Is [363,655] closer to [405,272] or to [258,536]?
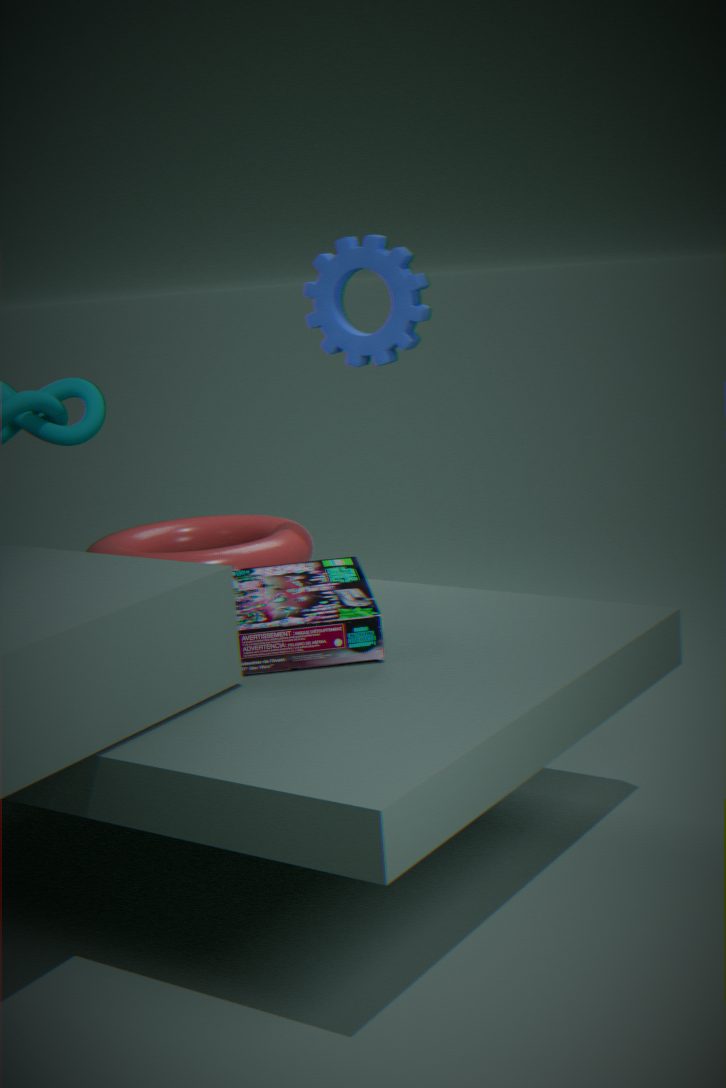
[258,536]
